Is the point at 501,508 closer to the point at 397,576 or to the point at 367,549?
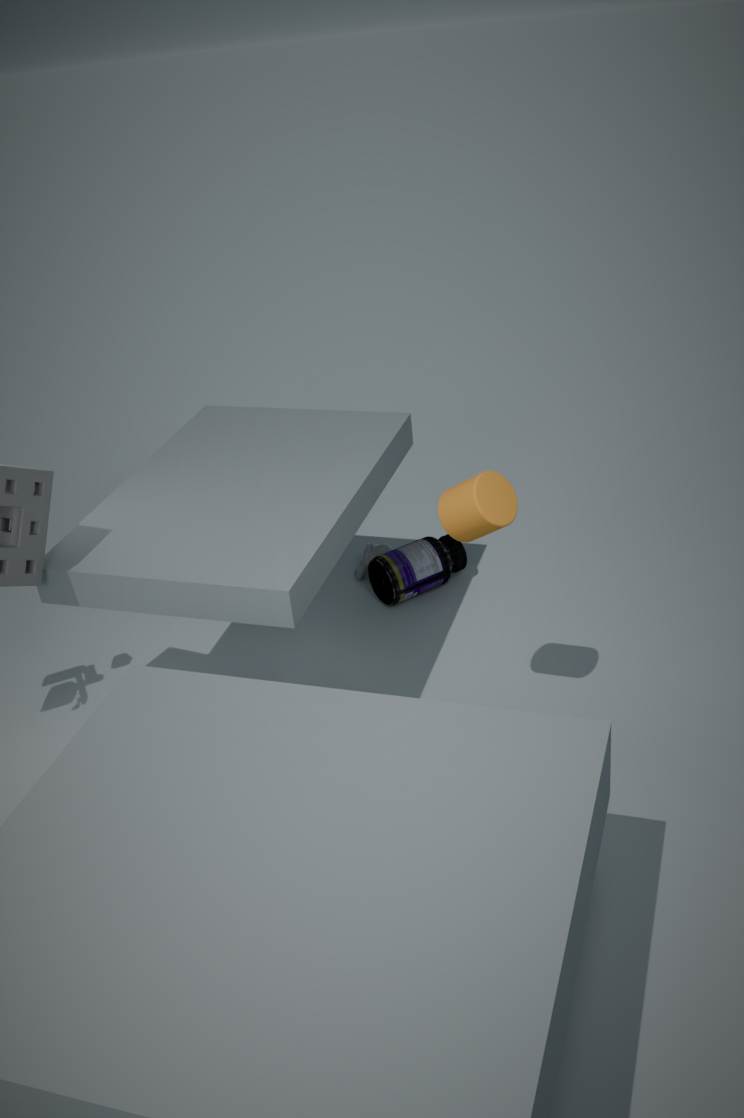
the point at 397,576
